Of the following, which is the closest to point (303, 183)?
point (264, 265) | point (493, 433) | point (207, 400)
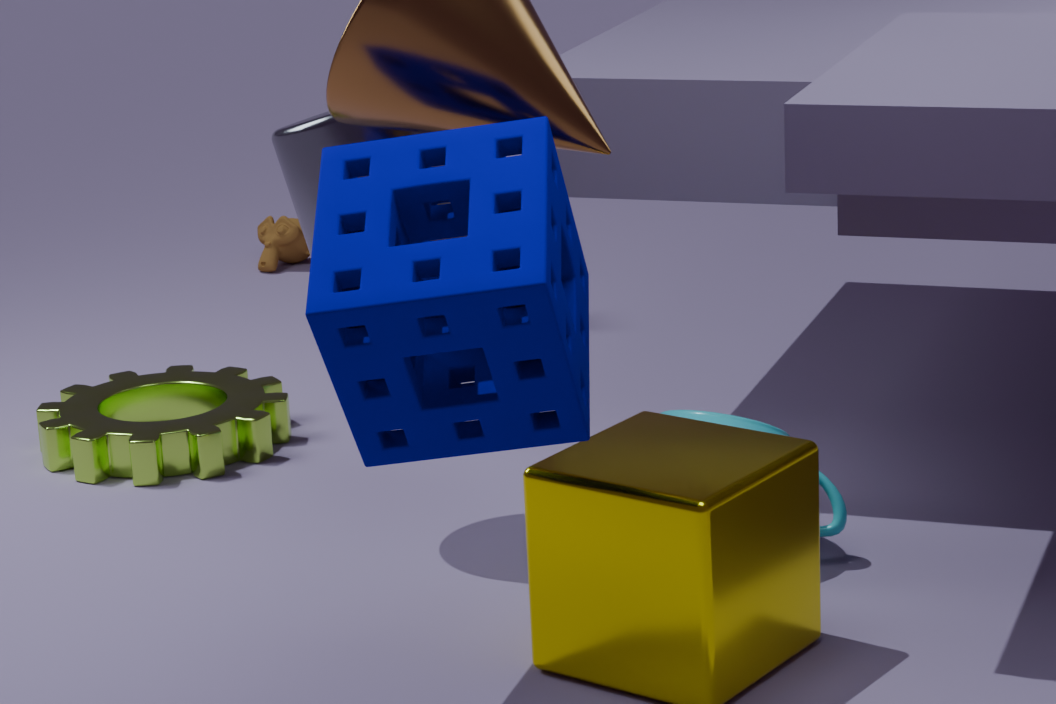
point (493, 433)
